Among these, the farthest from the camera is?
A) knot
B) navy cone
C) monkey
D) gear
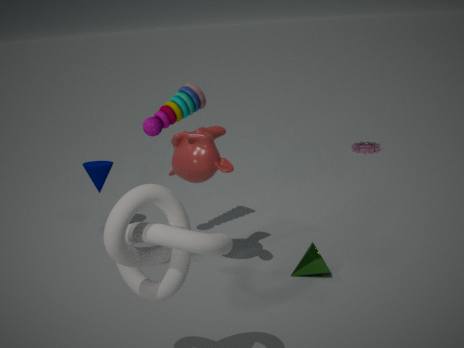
gear
